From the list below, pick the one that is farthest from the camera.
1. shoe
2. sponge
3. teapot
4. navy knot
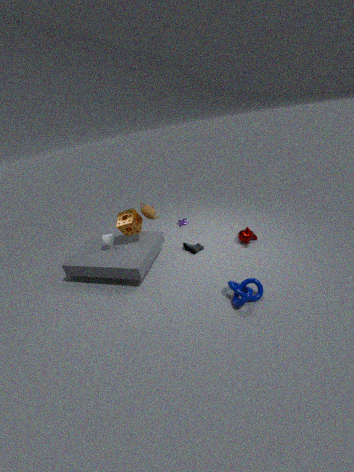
teapot
